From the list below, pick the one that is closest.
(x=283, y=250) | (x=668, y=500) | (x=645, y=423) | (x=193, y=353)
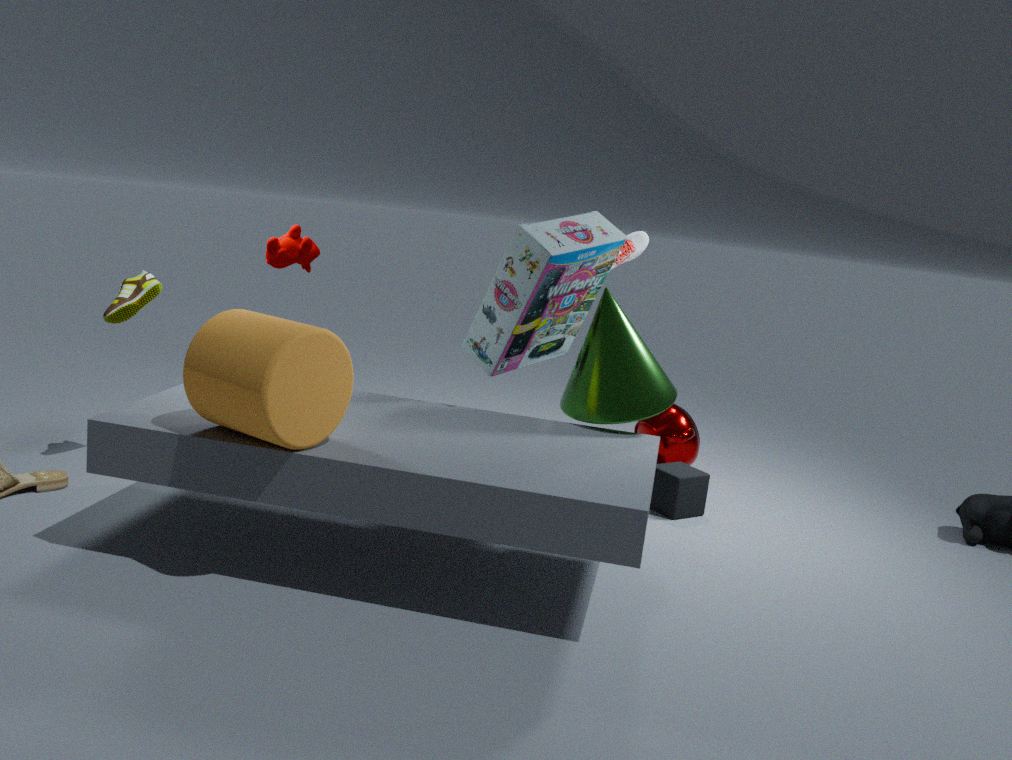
(x=193, y=353)
